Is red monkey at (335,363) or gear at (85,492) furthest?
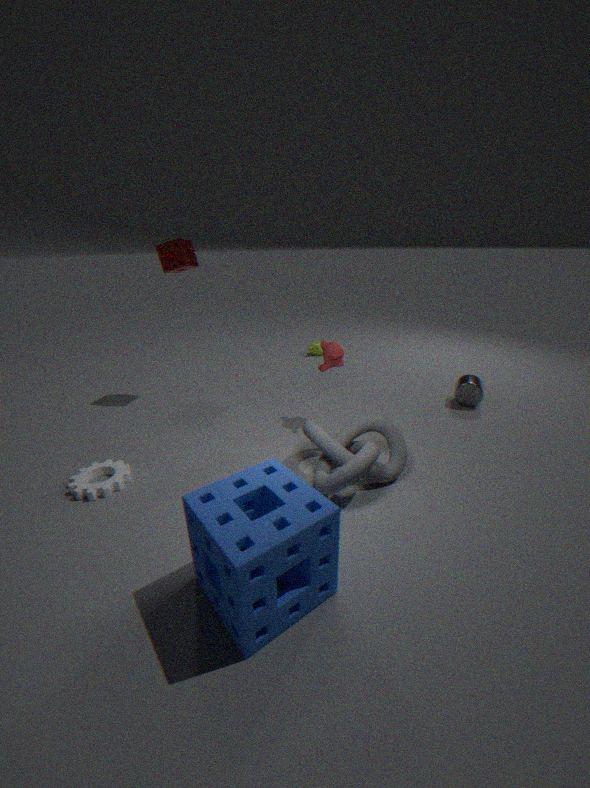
red monkey at (335,363)
